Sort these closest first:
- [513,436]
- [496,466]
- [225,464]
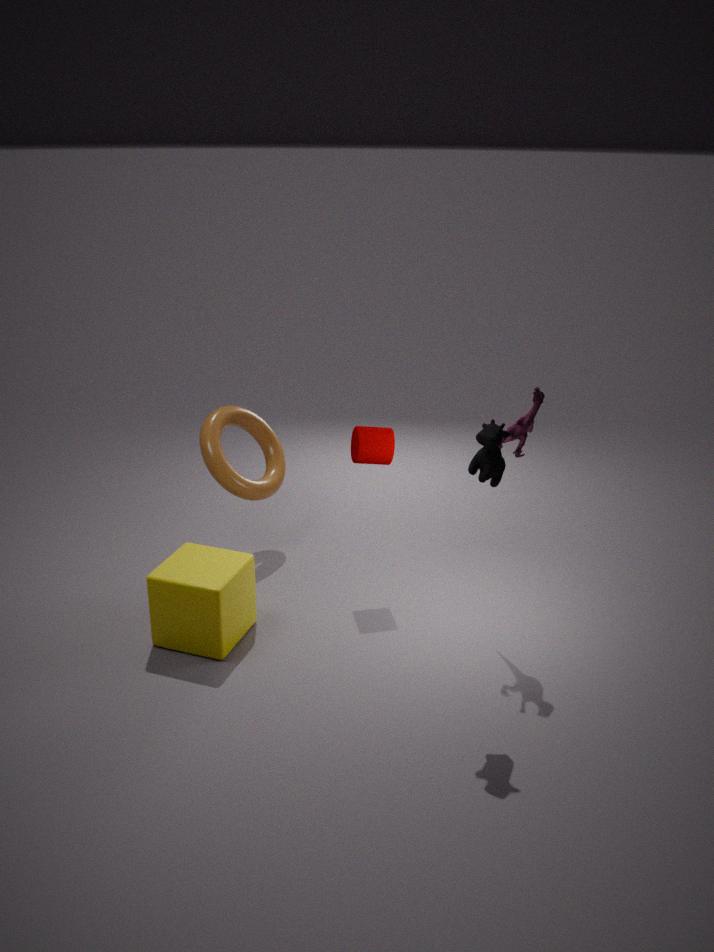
[496,466]
[513,436]
[225,464]
